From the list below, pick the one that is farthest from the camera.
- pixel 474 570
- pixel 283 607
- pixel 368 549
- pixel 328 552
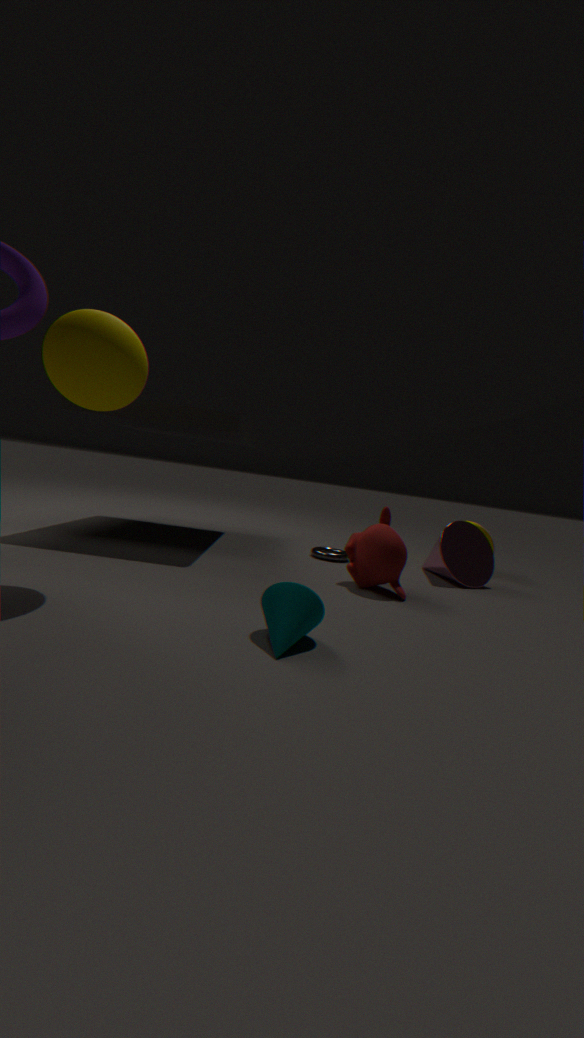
pixel 328 552
